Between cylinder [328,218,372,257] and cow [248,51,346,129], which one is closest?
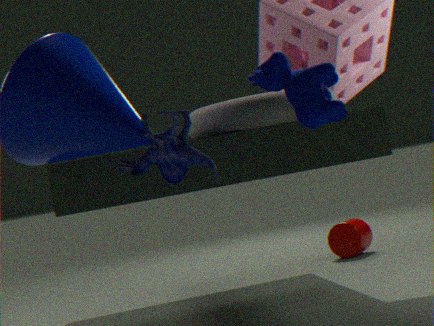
cow [248,51,346,129]
